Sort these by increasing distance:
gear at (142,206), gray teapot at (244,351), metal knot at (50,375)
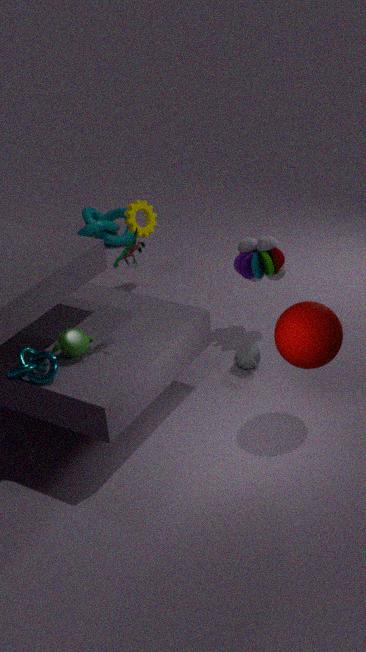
metal knot at (50,375) < gray teapot at (244,351) < gear at (142,206)
